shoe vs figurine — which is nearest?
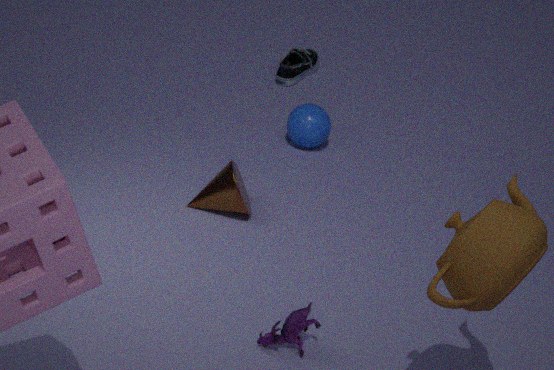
figurine
